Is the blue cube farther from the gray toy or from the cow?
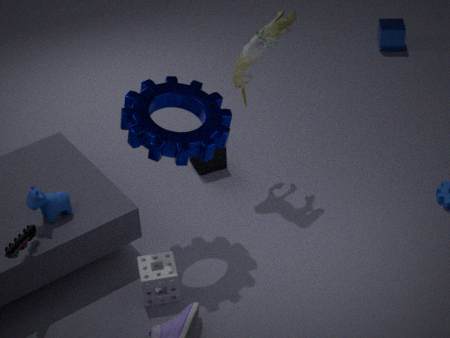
the cow
